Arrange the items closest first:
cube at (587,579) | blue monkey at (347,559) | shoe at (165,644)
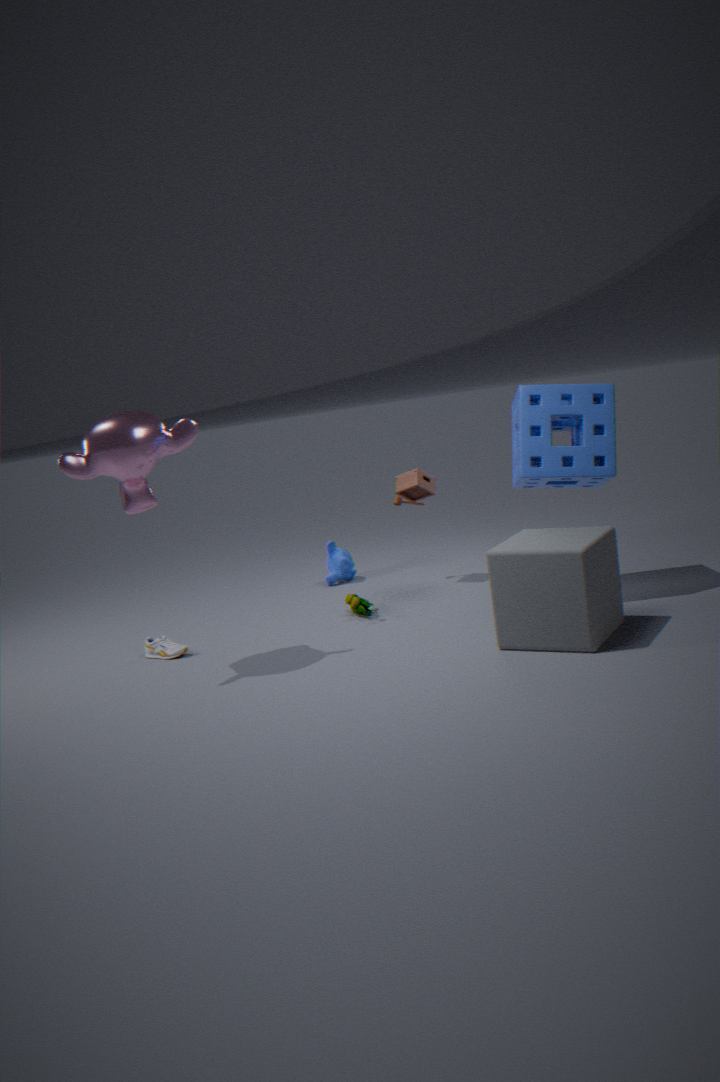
1. cube at (587,579)
2. shoe at (165,644)
3. blue monkey at (347,559)
